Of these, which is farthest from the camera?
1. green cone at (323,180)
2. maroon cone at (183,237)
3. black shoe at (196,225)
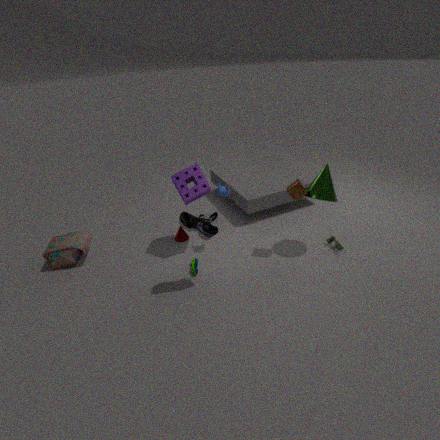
maroon cone at (183,237)
